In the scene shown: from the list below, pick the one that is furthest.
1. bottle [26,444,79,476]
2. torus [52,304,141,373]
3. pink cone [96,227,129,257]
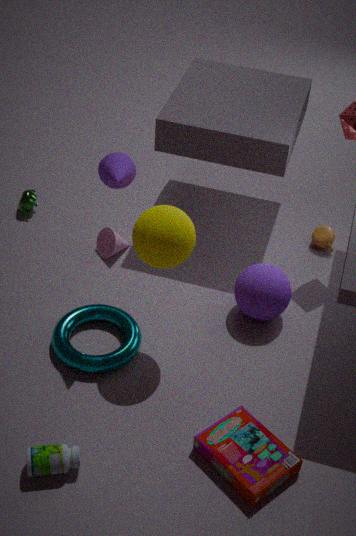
pink cone [96,227,129,257]
